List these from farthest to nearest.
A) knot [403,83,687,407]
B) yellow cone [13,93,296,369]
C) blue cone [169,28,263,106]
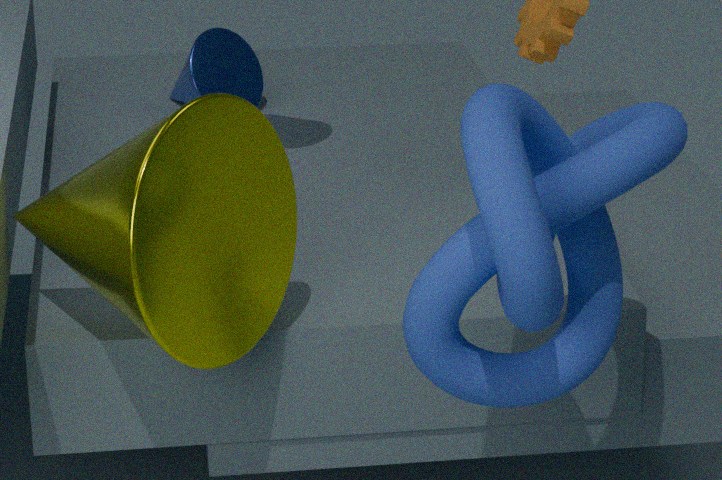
blue cone [169,28,263,106], yellow cone [13,93,296,369], knot [403,83,687,407]
